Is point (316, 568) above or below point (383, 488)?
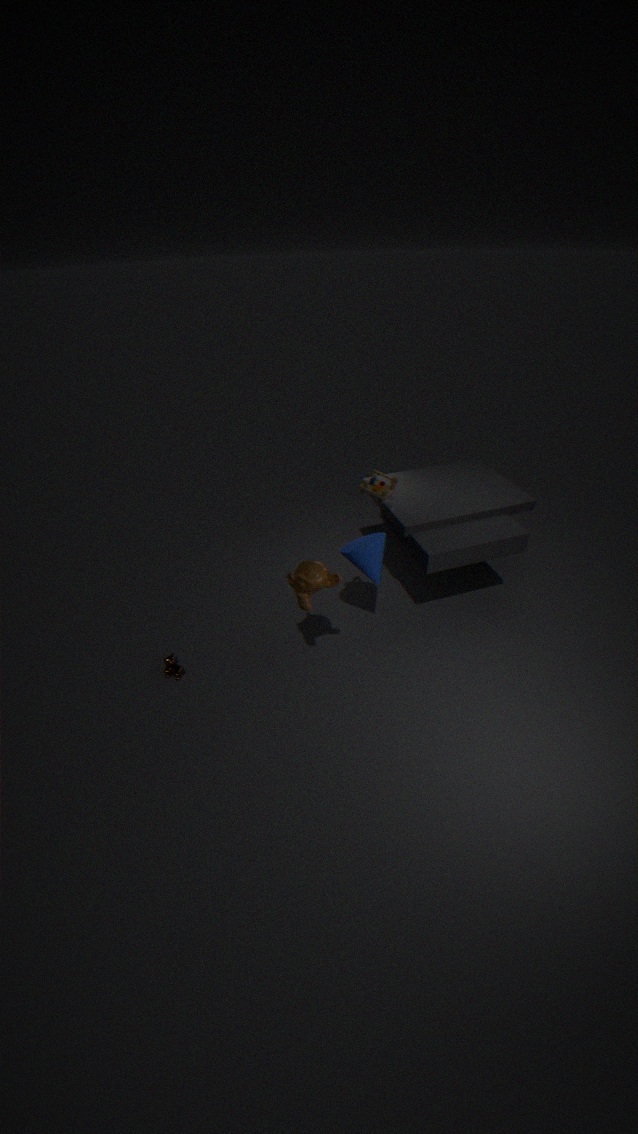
below
